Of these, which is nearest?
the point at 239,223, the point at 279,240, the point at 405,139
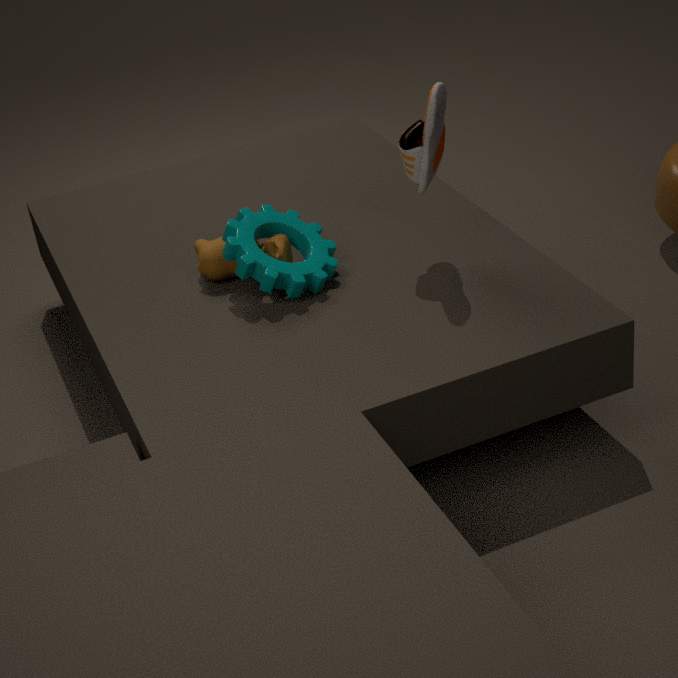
the point at 405,139
